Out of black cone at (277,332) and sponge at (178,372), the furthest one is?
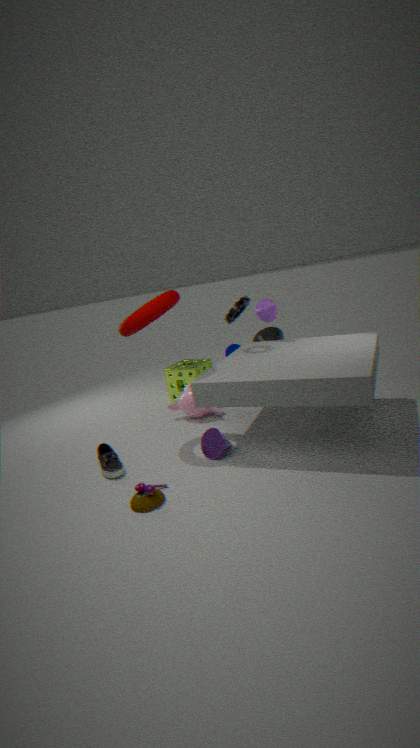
black cone at (277,332)
